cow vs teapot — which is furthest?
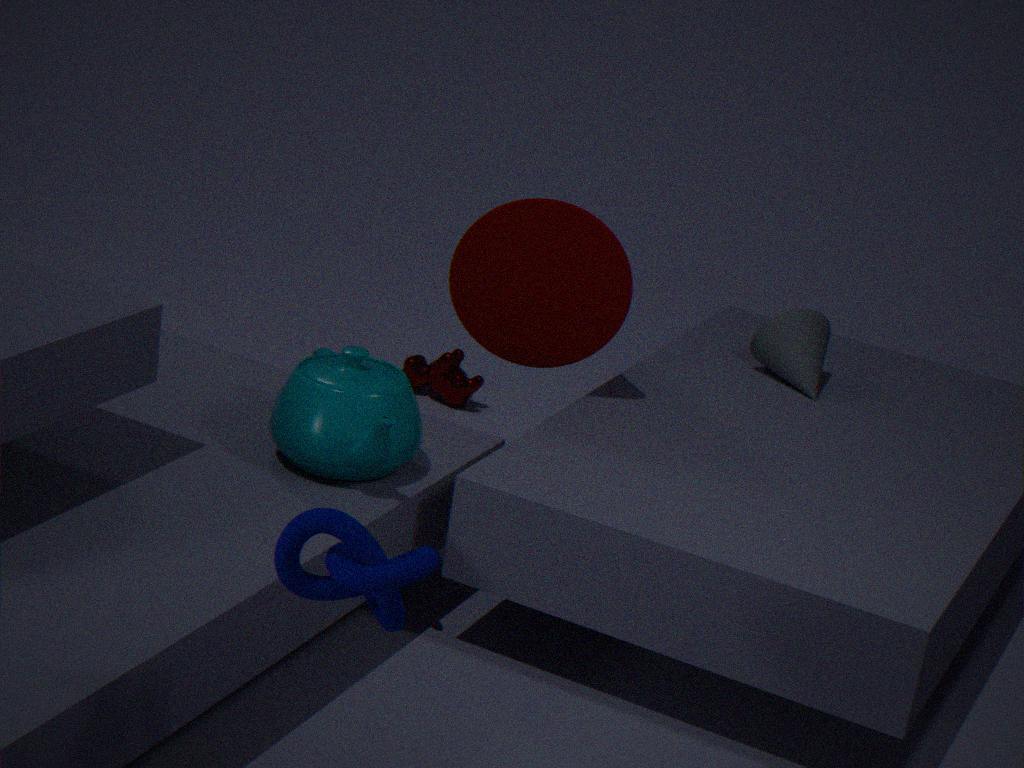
cow
